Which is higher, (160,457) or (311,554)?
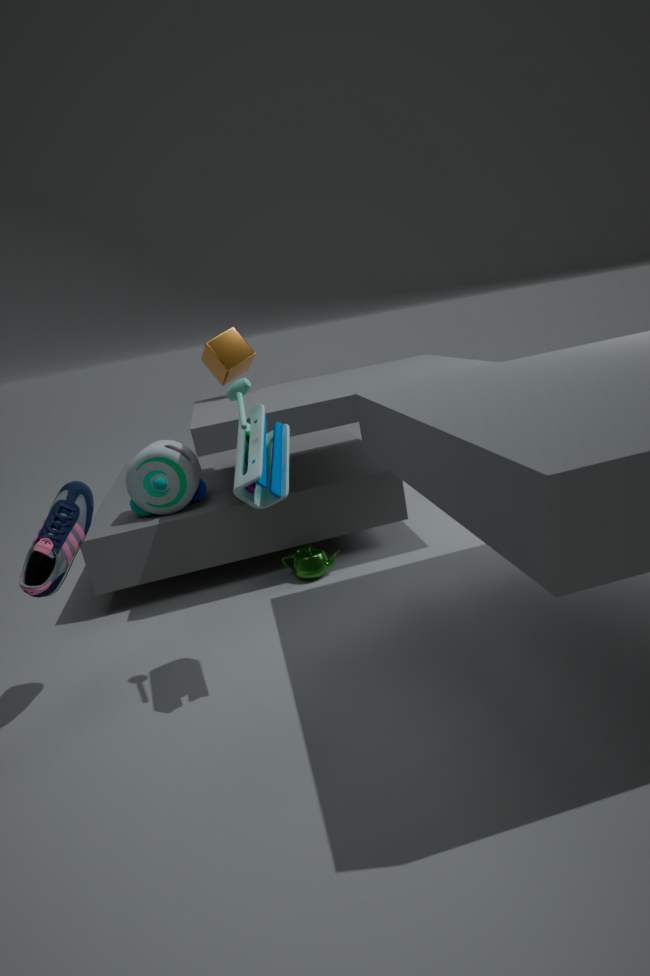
(160,457)
